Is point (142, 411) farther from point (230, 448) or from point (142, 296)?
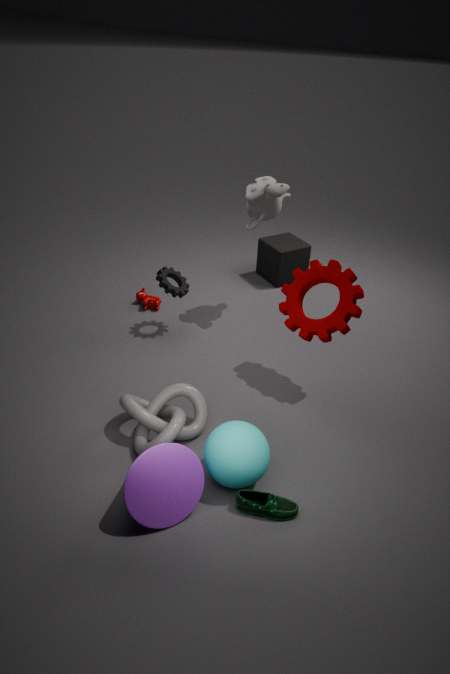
point (142, 296)
